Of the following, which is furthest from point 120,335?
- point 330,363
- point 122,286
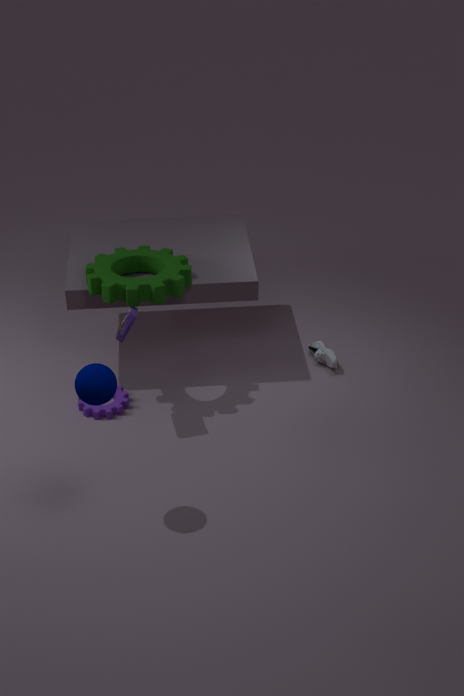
point 330,363
